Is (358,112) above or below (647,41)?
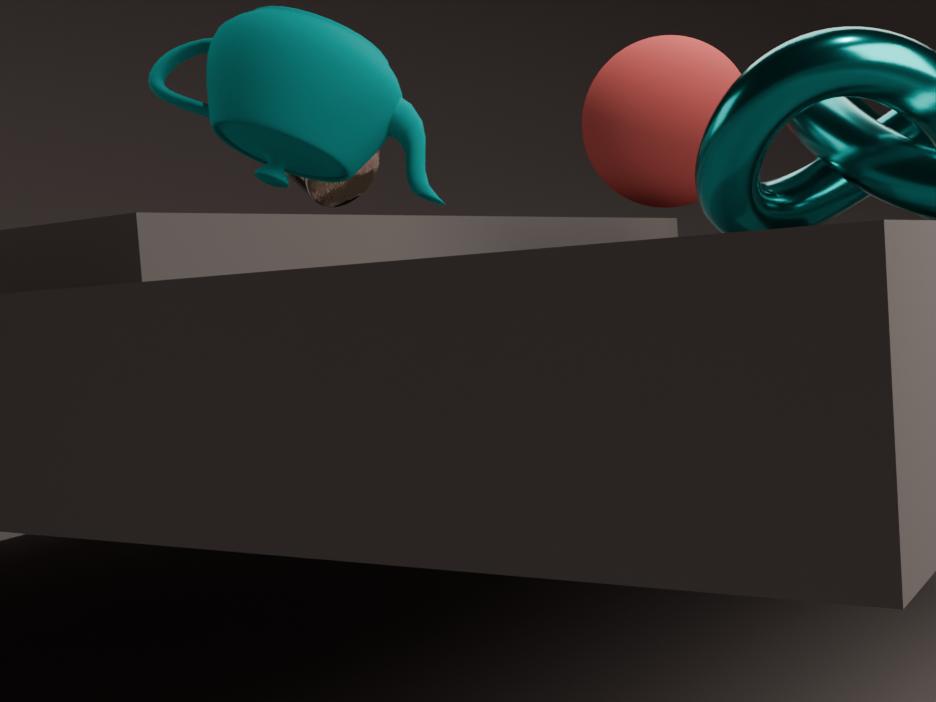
above
